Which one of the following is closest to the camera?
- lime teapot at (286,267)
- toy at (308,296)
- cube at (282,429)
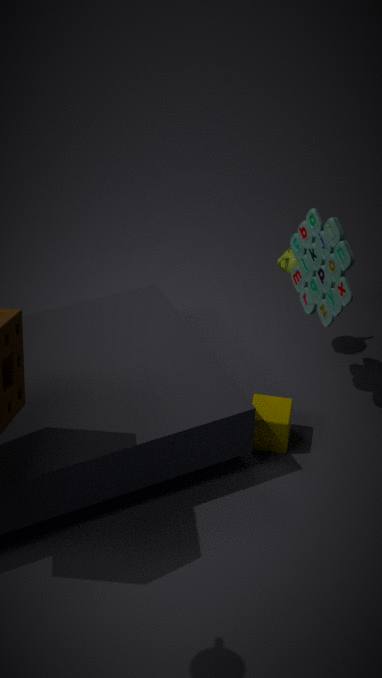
toy at (308,296)
